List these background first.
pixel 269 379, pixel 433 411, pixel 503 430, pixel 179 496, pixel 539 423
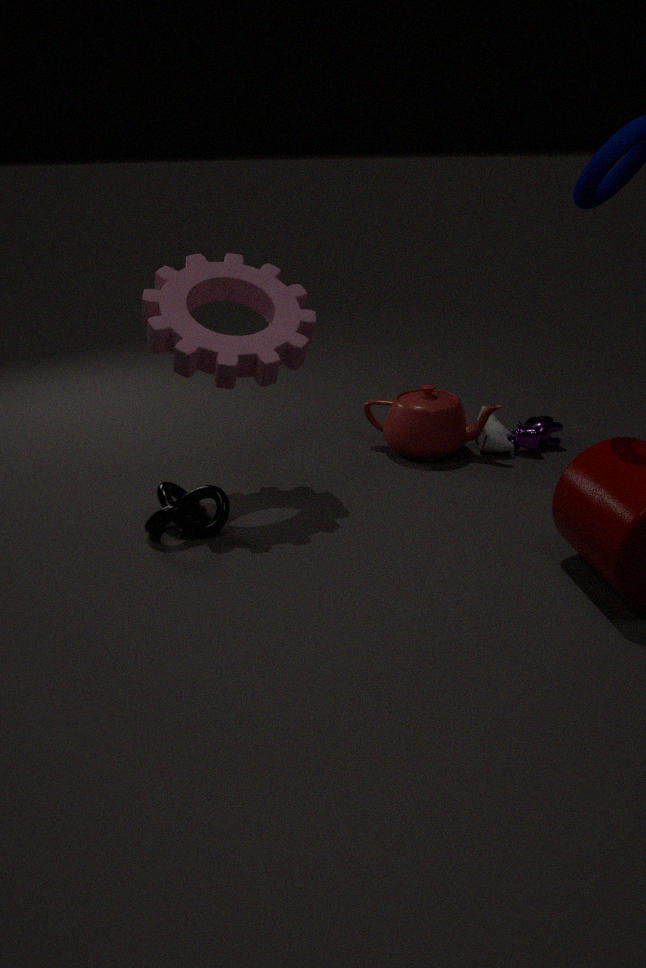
pixel 539 423 < pixel 503 430 < pixel 433 411 < pixel 179 496 < pixel 269 379
